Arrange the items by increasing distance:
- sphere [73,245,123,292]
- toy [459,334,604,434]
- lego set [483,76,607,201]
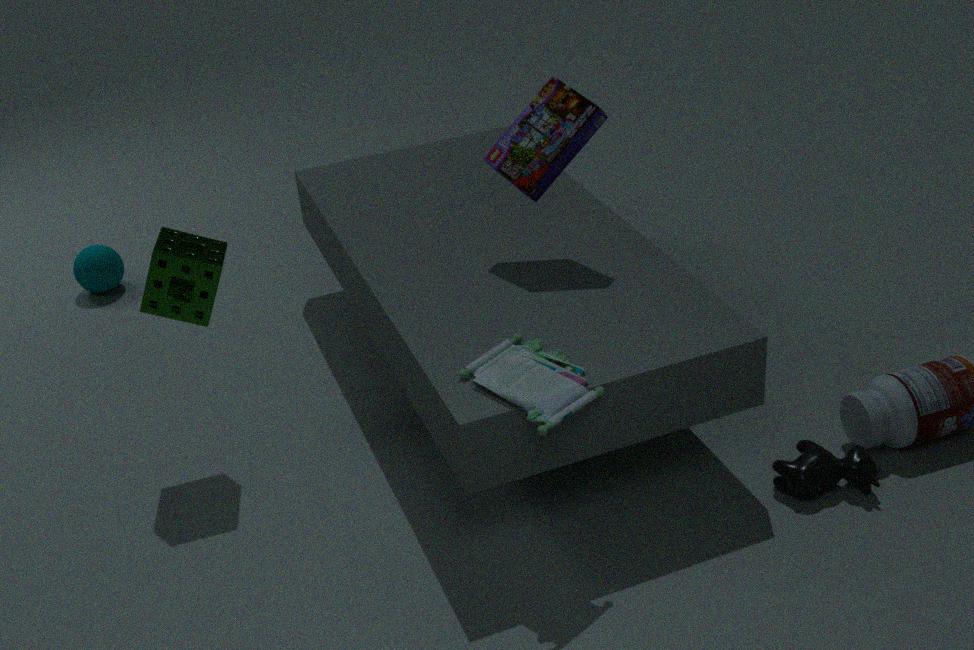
1. toy [459,334,604,434]
2. lego set [483,76,607,201]
3. sphere [73,245,123,292]
